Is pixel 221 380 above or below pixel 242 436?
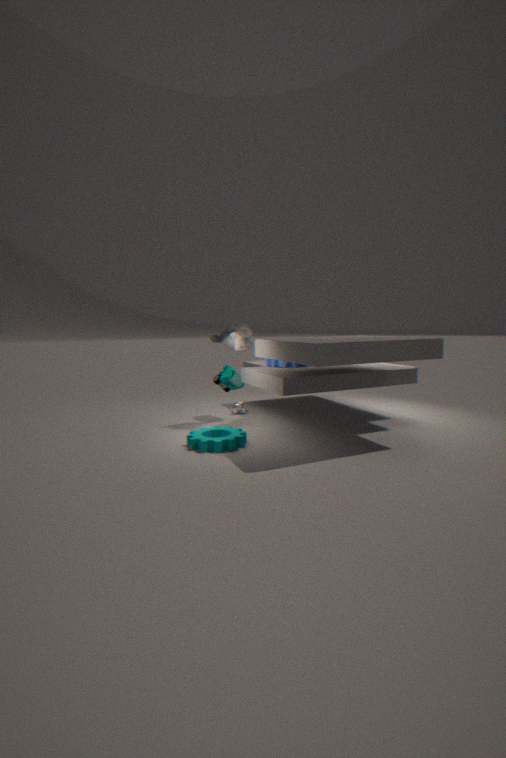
above
